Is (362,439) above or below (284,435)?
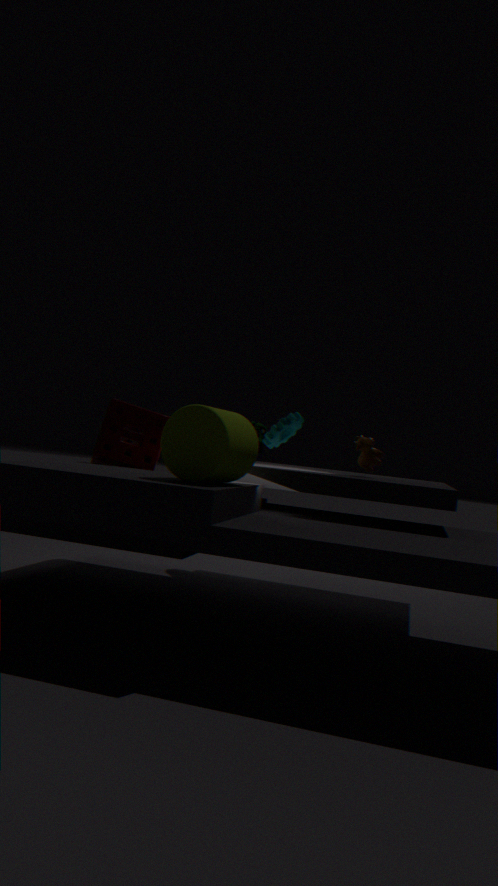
below
